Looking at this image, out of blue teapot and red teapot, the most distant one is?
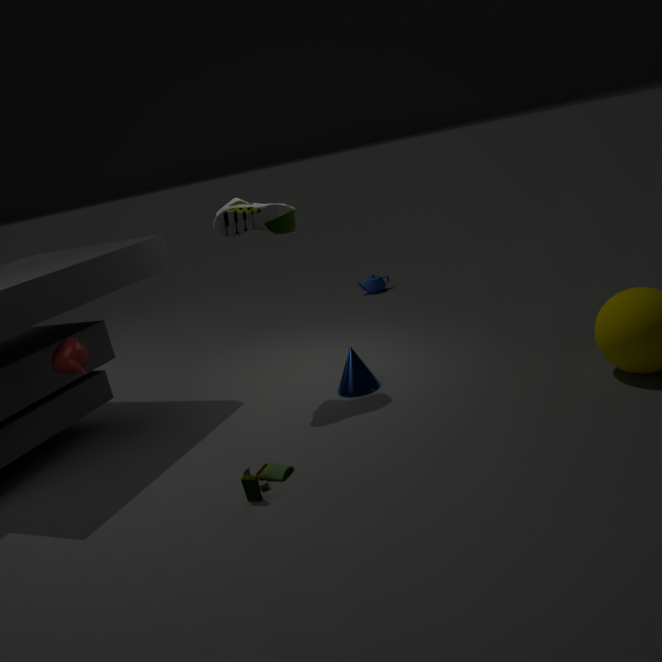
blue teapot
